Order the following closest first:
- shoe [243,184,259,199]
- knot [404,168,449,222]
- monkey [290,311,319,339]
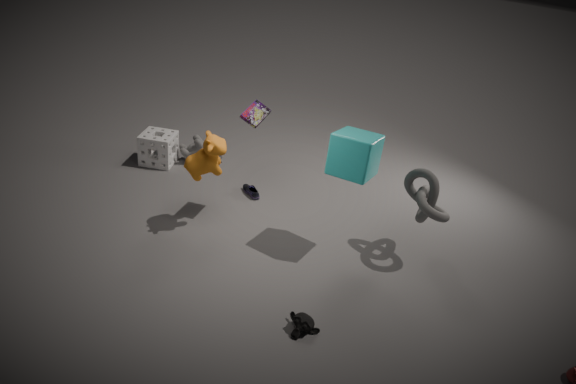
monkey [290,311,319,339], knot [404,168,449,222], shoe [243,184,259,199]
